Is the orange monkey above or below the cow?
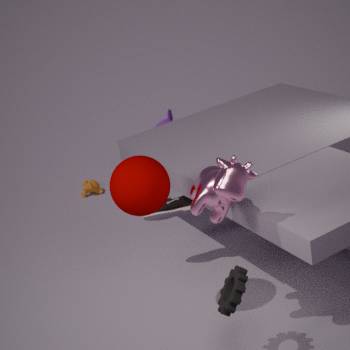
below
